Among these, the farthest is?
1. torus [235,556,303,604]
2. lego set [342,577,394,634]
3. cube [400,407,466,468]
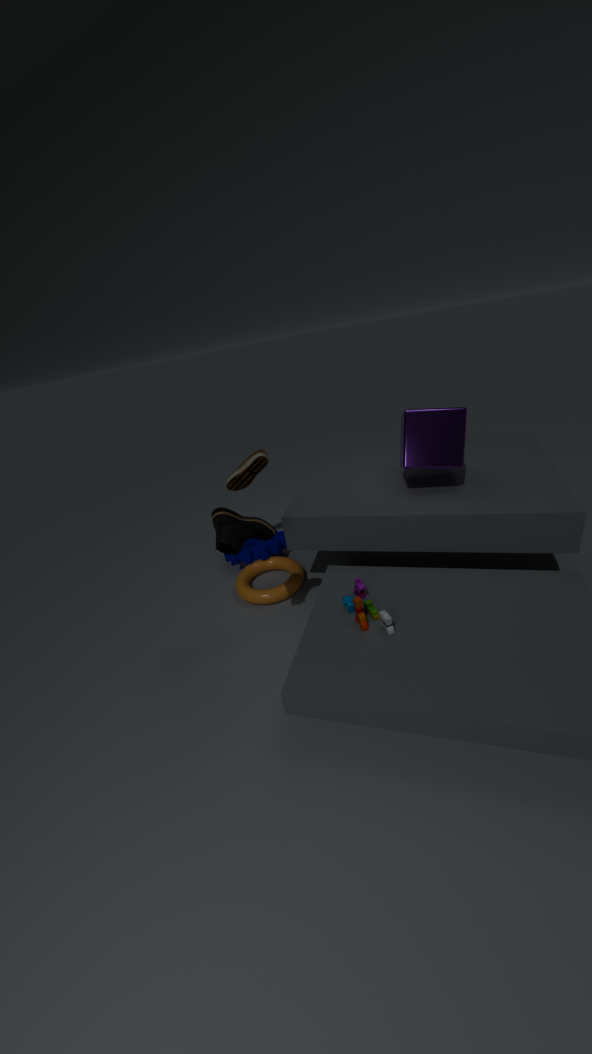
torus [235,556,303,604]
